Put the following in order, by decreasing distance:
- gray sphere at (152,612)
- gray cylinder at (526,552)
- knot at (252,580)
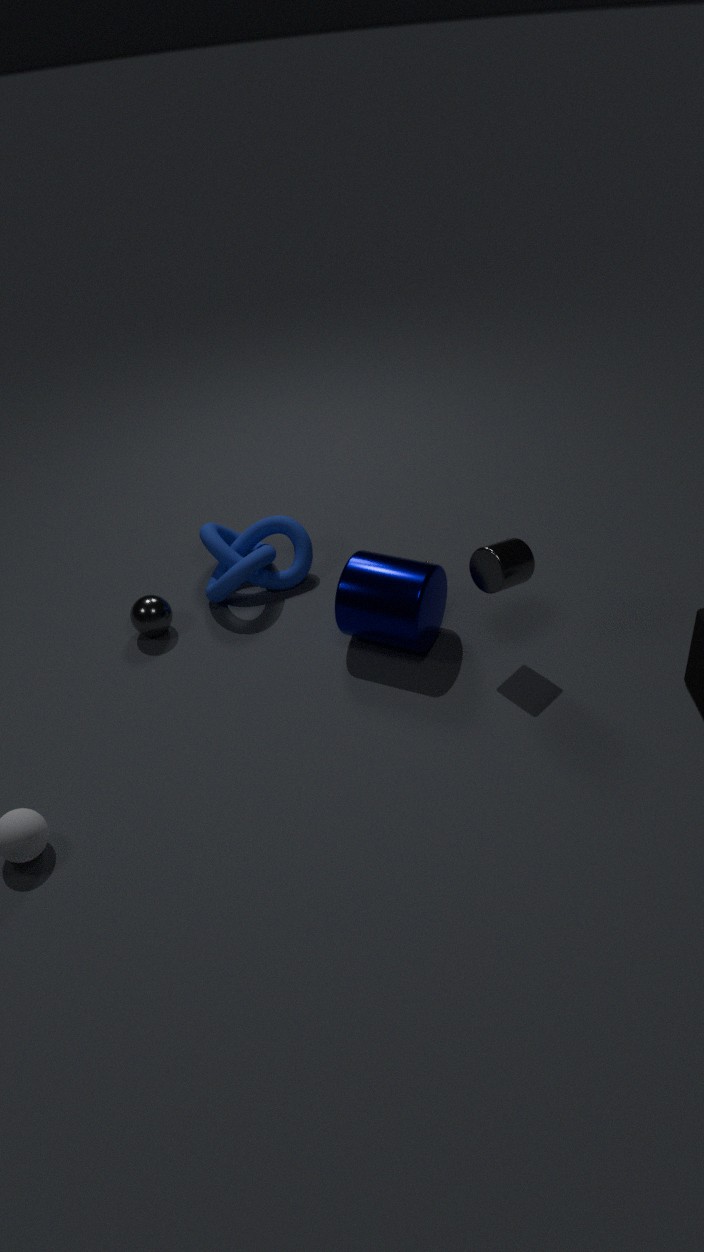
knot at (252,580) < gray sphere at (152,612) < gray cylinder at (526,552)
